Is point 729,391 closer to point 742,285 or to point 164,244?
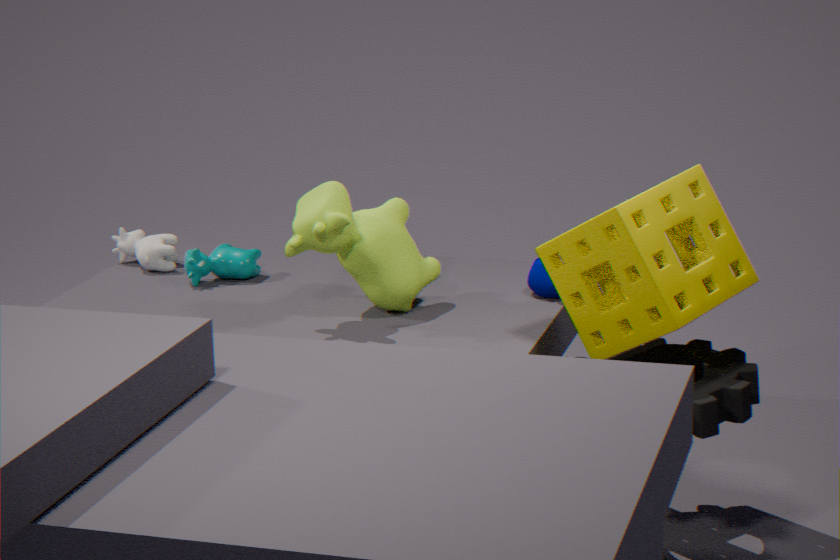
point 742,285
